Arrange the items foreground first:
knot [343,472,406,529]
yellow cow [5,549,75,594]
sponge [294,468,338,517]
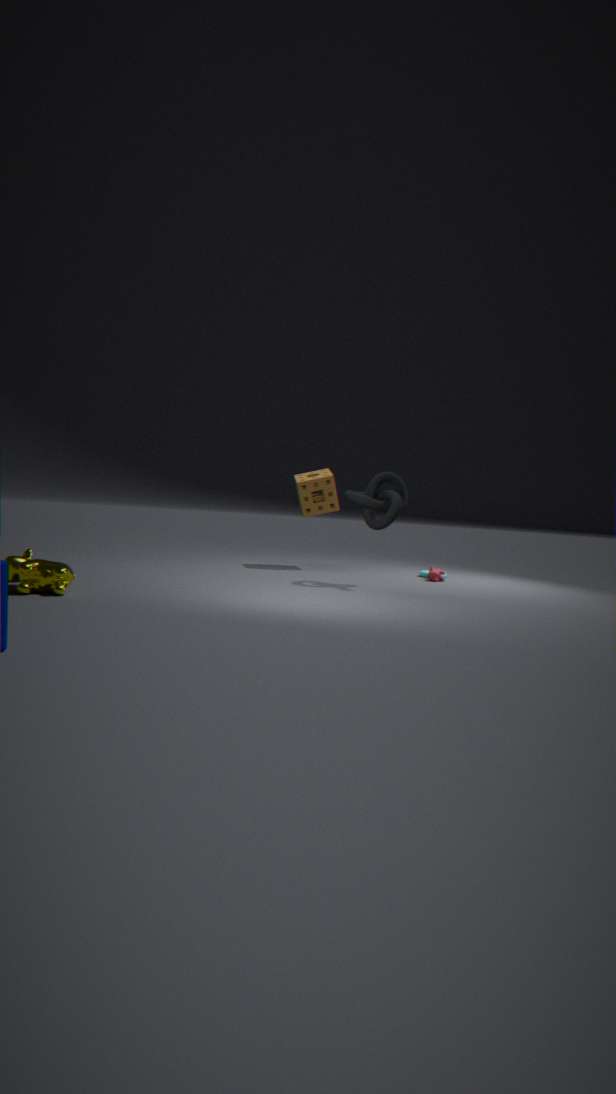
1. yellow cow [5,549,75,594]
2. knot [343,472,406,529]
3. sponge [294,468,338,517]
